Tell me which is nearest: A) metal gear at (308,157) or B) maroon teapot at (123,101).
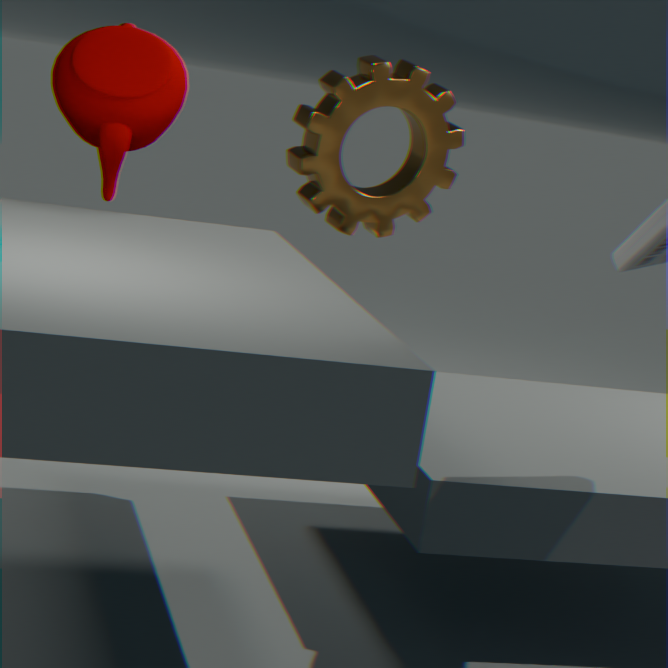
B. maroon teapot at (123,101)
